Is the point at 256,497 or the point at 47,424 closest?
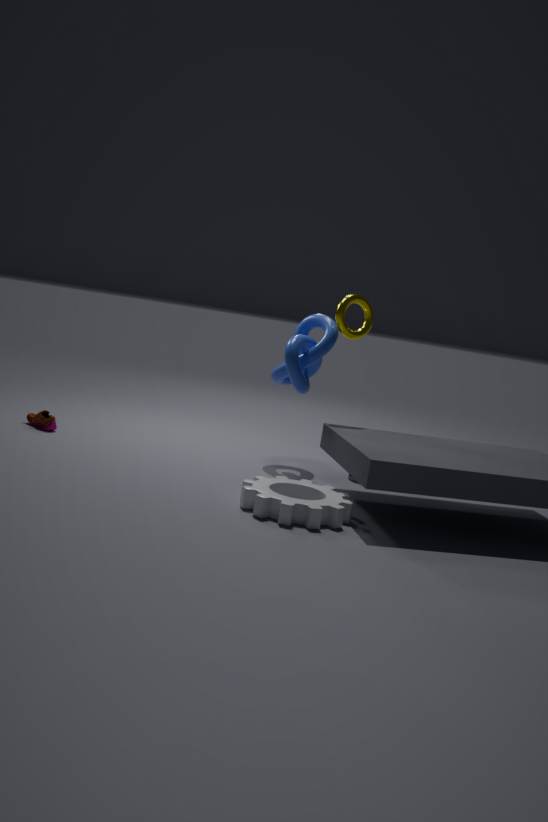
the point at 256,497
